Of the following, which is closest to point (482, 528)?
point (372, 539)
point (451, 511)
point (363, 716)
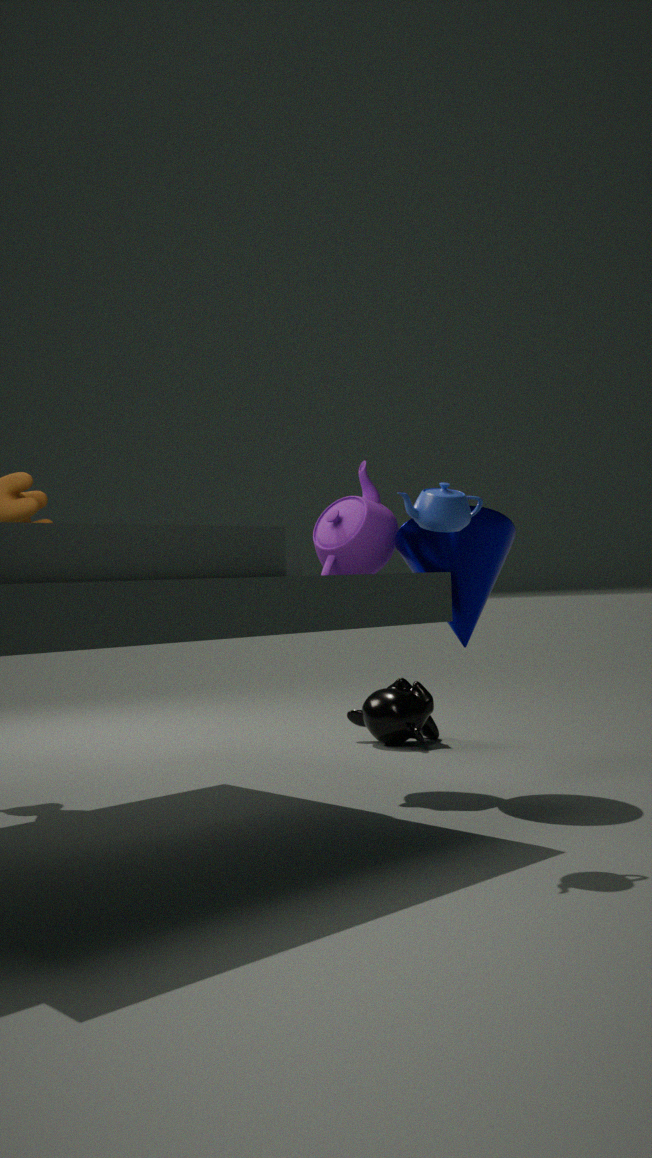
point (372, 539)
